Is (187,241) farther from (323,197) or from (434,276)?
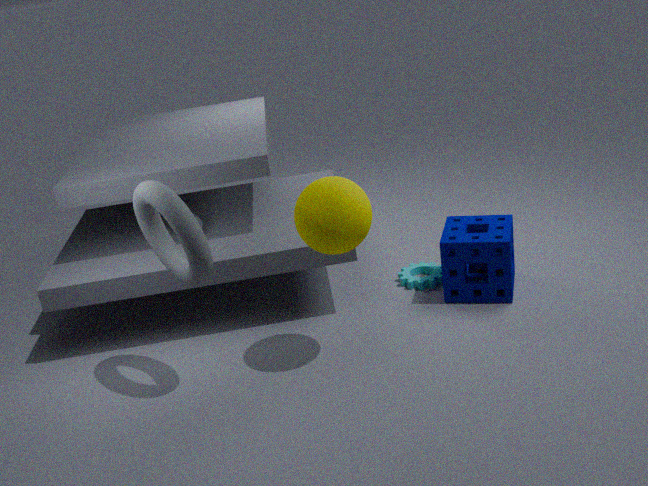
(434,276)
